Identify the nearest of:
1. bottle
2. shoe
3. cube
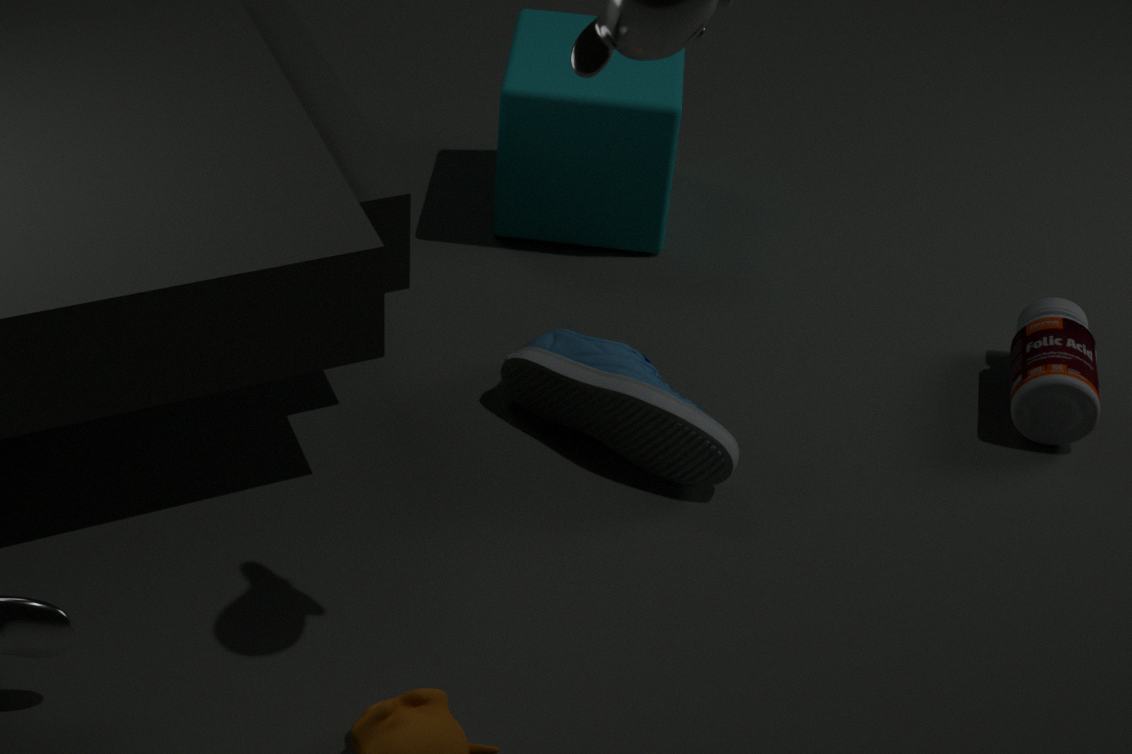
shoe
